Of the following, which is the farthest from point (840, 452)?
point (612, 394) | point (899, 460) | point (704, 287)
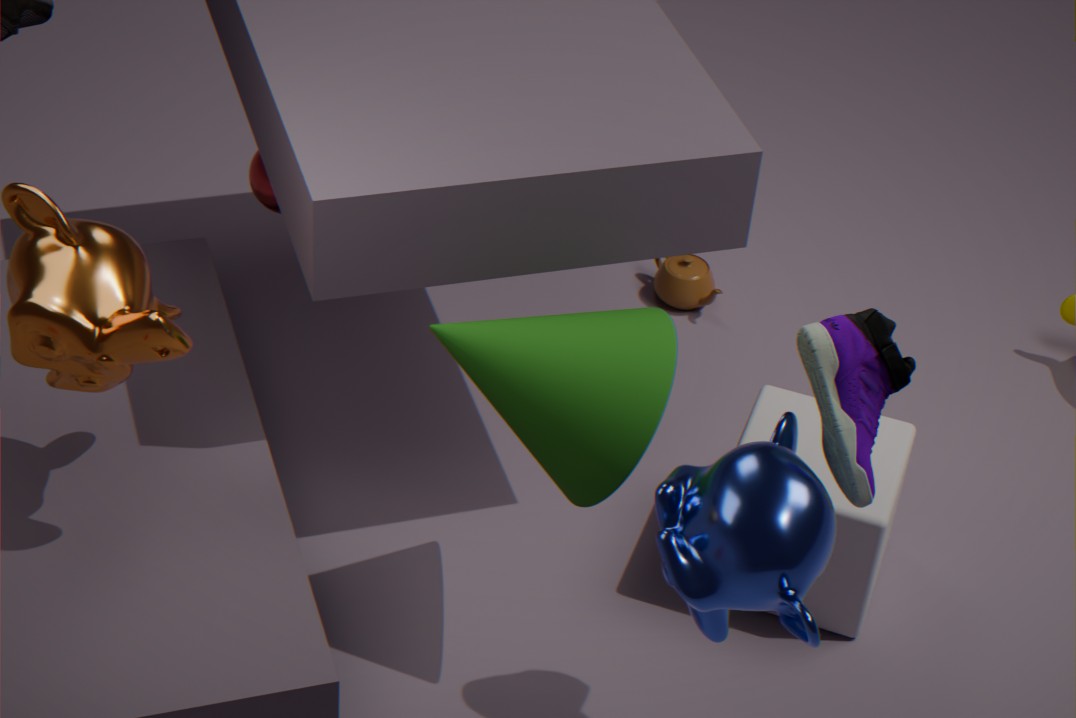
point (704, 287)
